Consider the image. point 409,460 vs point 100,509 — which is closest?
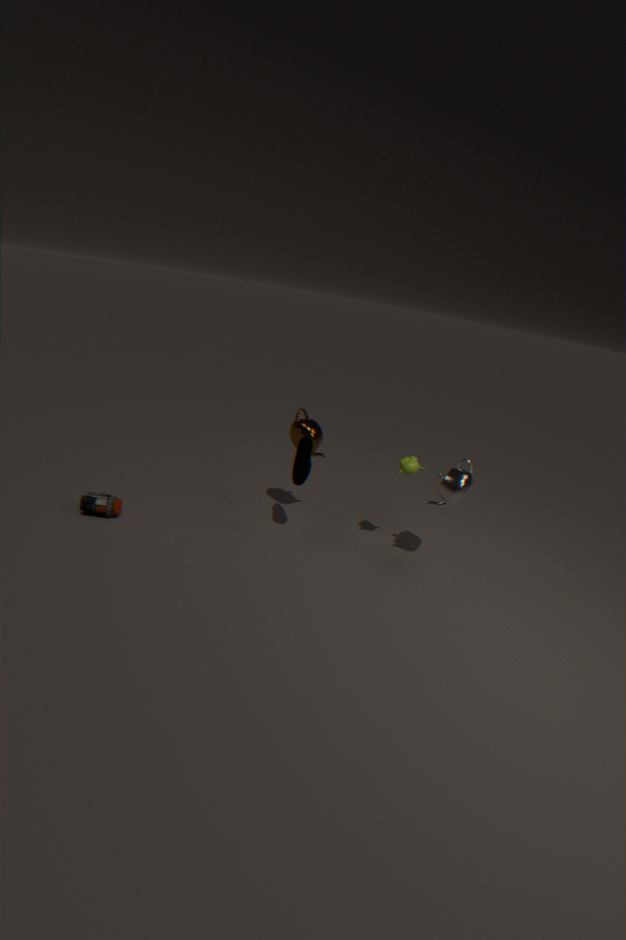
point 409,460
